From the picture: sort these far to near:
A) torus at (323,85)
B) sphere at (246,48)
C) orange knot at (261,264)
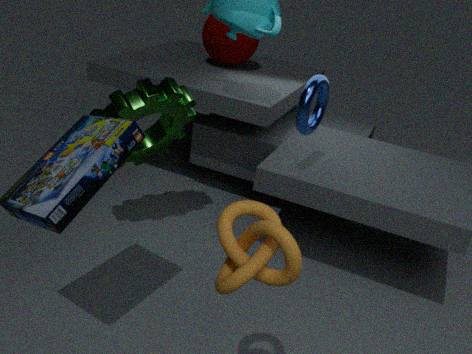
sphere at (246,48), torus at (323,85), orange knot at (261,264)
